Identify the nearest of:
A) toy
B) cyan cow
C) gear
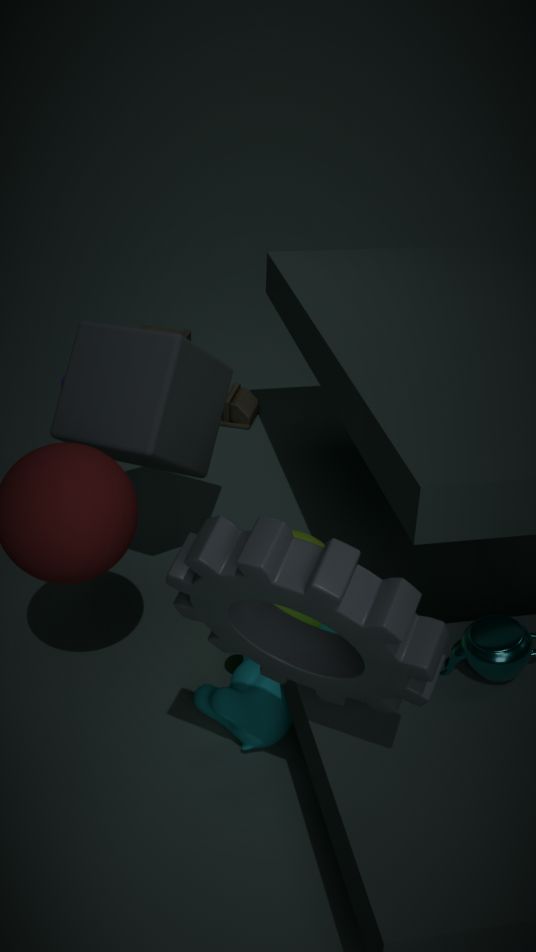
gear
